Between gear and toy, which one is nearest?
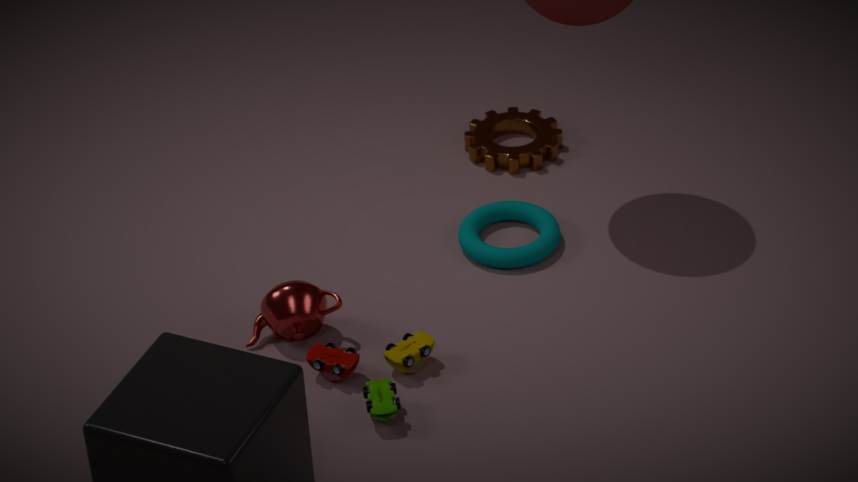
toy
